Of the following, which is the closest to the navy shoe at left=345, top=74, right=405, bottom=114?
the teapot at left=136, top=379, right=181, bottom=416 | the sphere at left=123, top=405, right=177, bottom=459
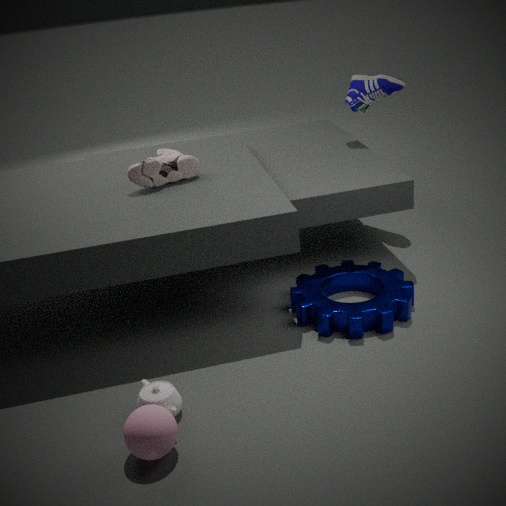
the teapot at left=136, top=379, right=181, bottom=416
